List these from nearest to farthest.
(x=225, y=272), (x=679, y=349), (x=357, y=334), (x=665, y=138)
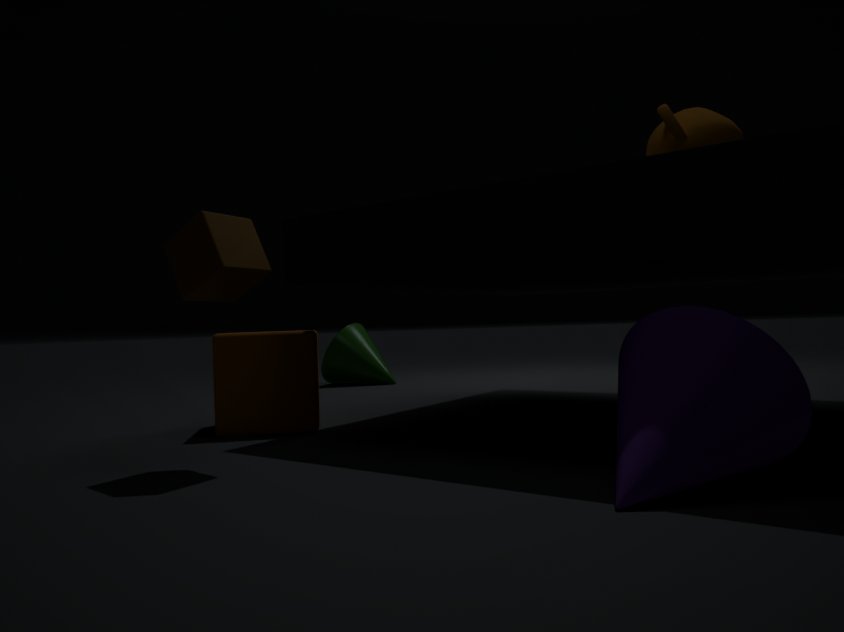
(x=679, y=349) → (x=225, y=272) → (x=665, y=138) → (x=357, y=334)
